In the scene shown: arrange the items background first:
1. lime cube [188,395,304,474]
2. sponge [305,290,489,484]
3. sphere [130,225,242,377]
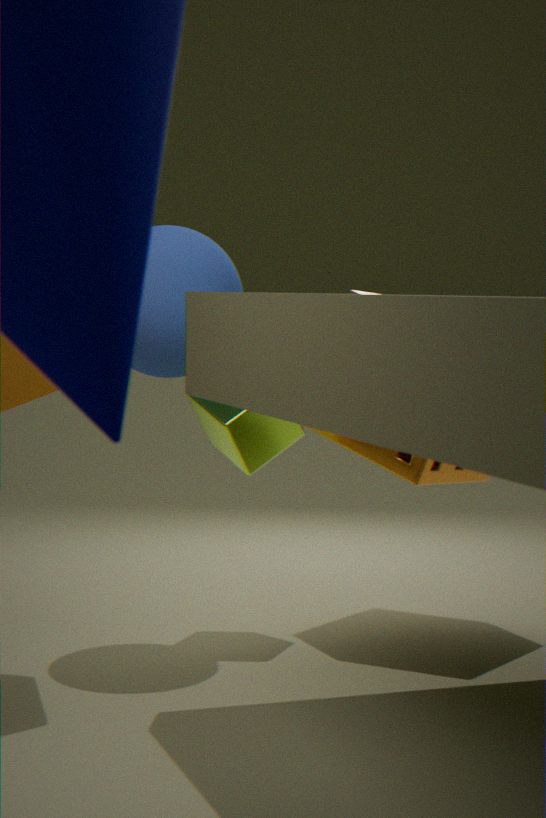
sponge [305,290,489,484] → lime cube [188,395,304,474] → sphere [130,225,242,377]
